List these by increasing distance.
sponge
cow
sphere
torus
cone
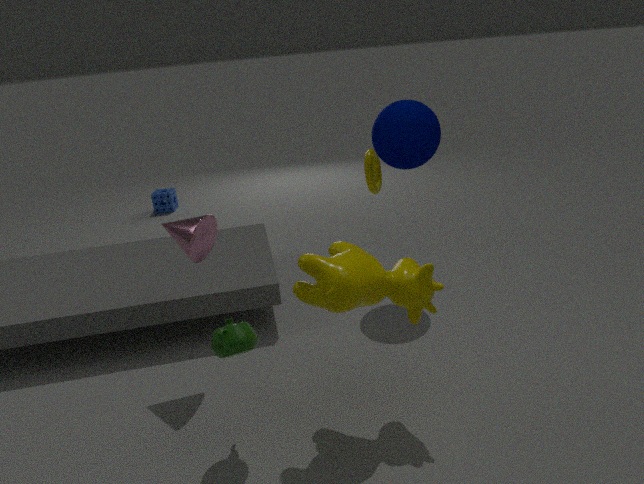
cow, cone, sphere, torus, sponge
